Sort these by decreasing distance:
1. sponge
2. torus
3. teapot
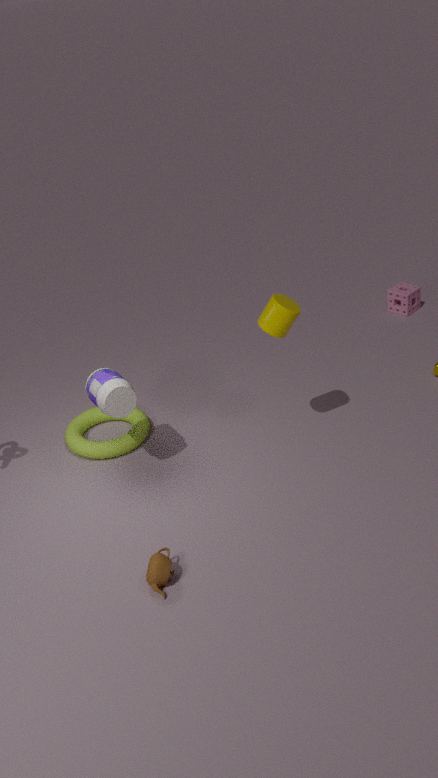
1. sponge
2. torus
3. teapot
